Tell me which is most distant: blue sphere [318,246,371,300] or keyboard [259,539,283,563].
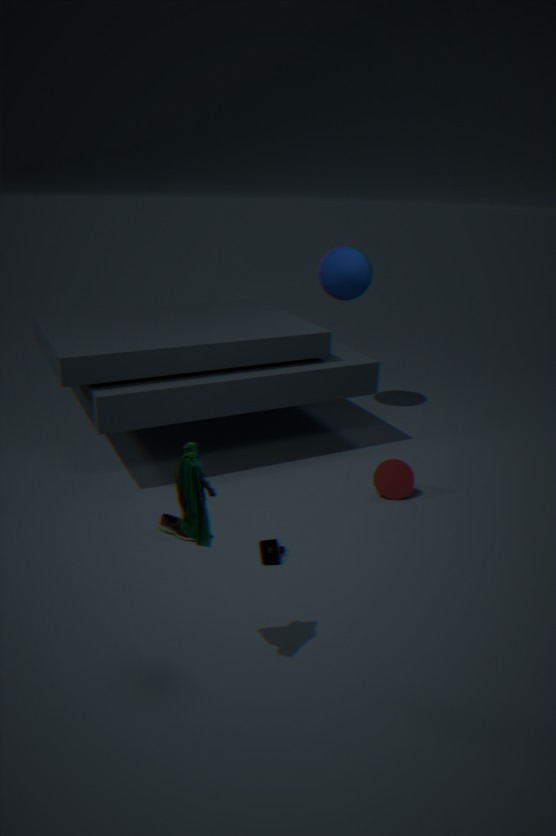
blue sphere [318,246,371,300]
